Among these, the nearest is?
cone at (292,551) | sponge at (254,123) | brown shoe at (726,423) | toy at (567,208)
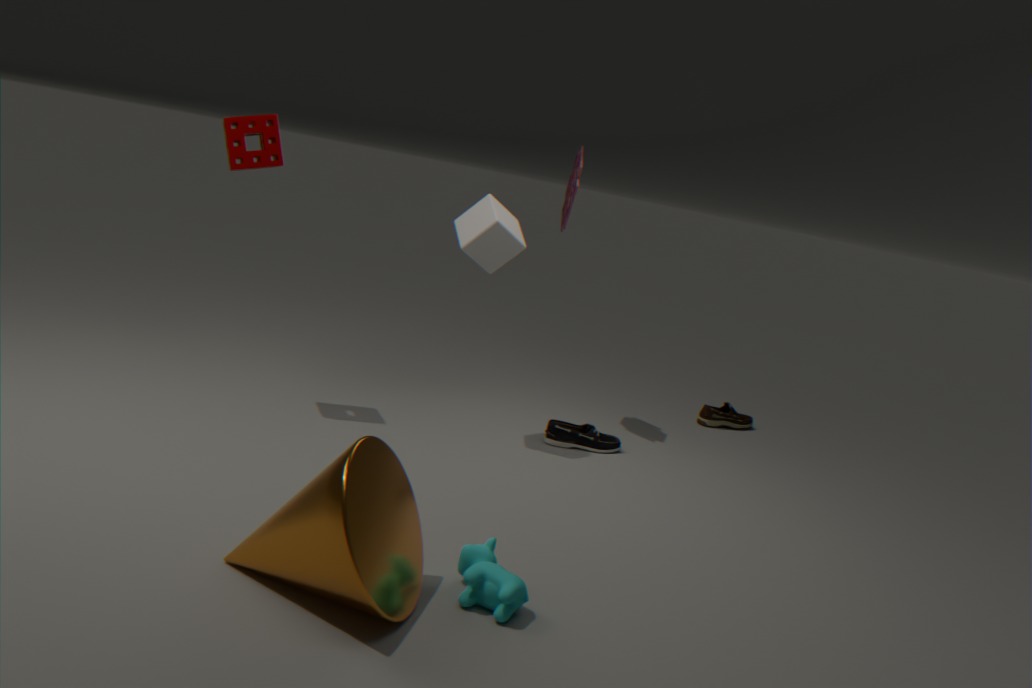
cone at (292,551)
